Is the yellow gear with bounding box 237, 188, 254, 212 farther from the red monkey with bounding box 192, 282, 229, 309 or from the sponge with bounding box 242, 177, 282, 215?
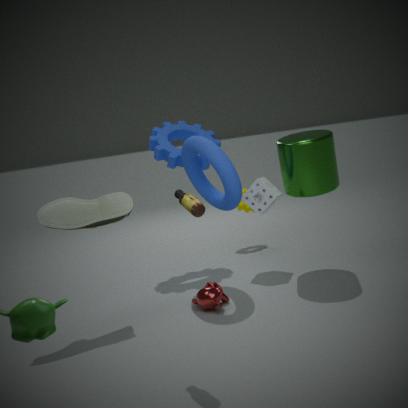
the red monkey with bounding box 192, 282, 229, 309
